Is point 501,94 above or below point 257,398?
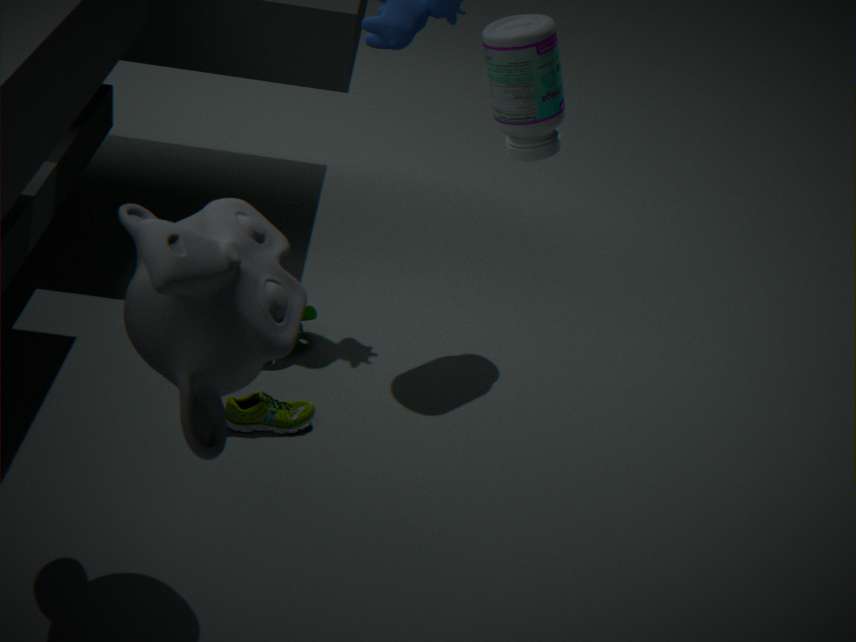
above
